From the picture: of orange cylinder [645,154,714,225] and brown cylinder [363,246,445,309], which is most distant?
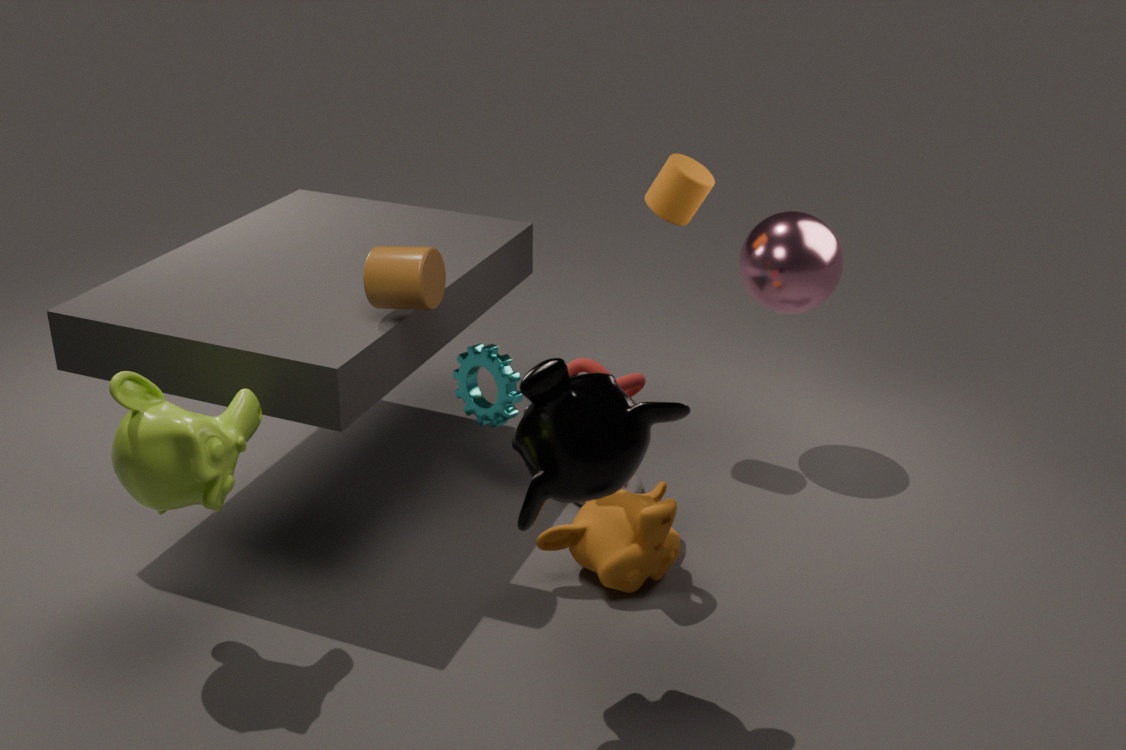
orange cylinder [645,154,714,225]
